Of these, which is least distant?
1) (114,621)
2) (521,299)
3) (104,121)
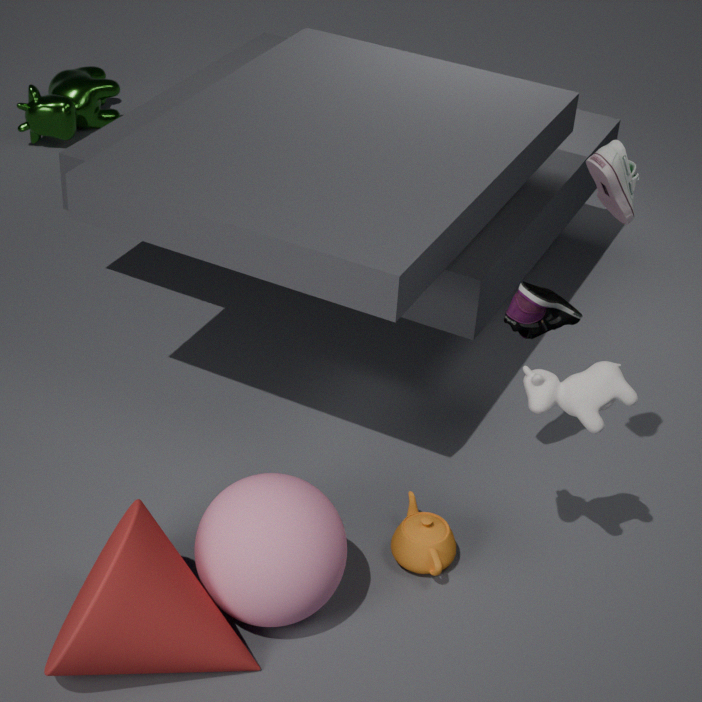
1. (114,621)
